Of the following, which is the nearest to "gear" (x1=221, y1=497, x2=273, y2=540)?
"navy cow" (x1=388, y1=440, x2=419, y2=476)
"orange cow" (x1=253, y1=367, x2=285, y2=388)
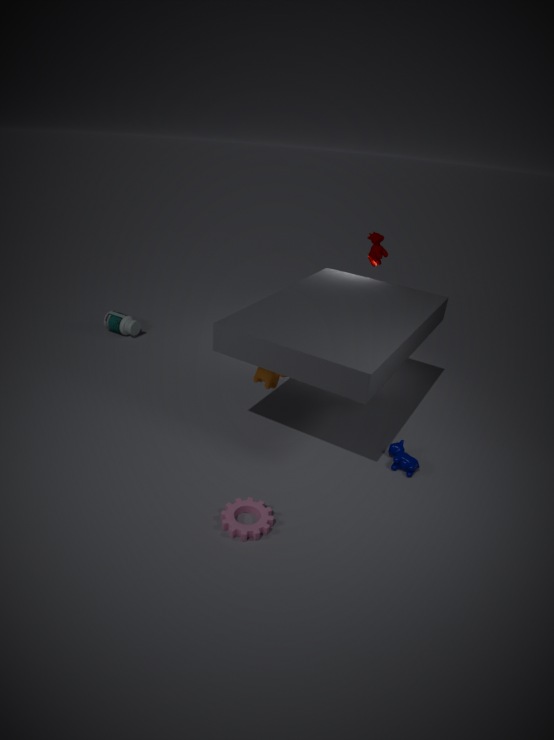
"orange cow" (x1=253, y1=367, x2=285, y2=388)
